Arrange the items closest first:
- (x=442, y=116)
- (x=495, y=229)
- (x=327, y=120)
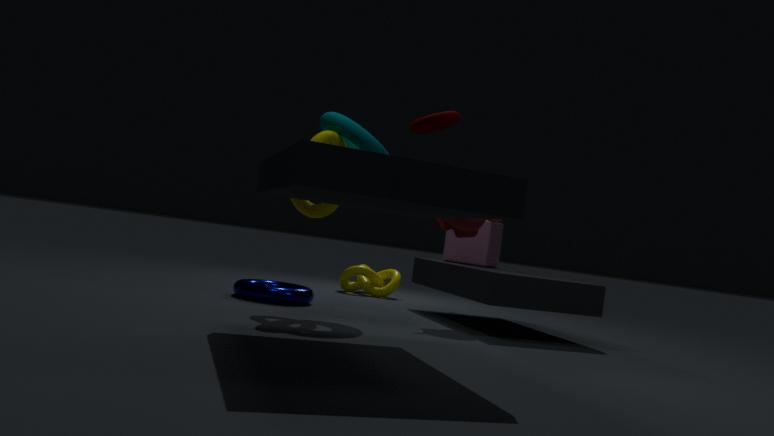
(x=442, y=116) → (x=327, y=120) → (x=495, y=229)
